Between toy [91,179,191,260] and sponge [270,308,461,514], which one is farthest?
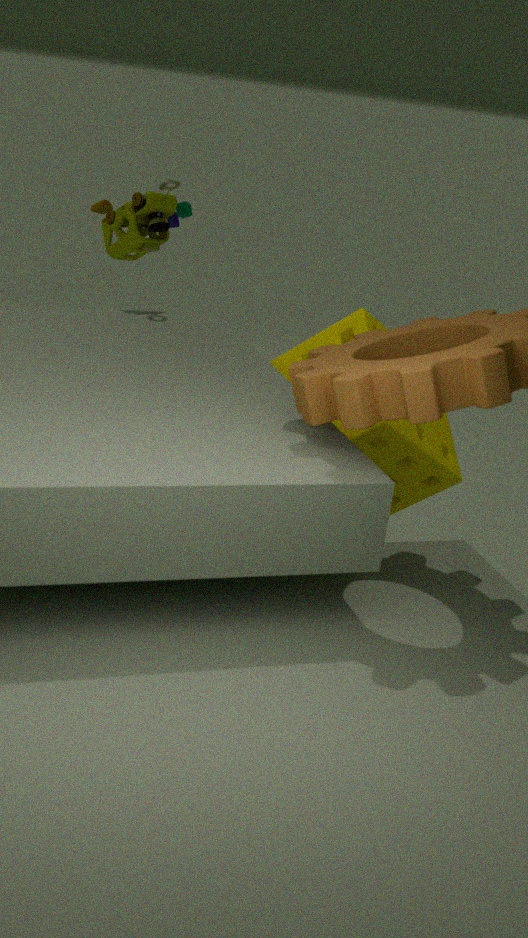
toy [91,179,191,260]
